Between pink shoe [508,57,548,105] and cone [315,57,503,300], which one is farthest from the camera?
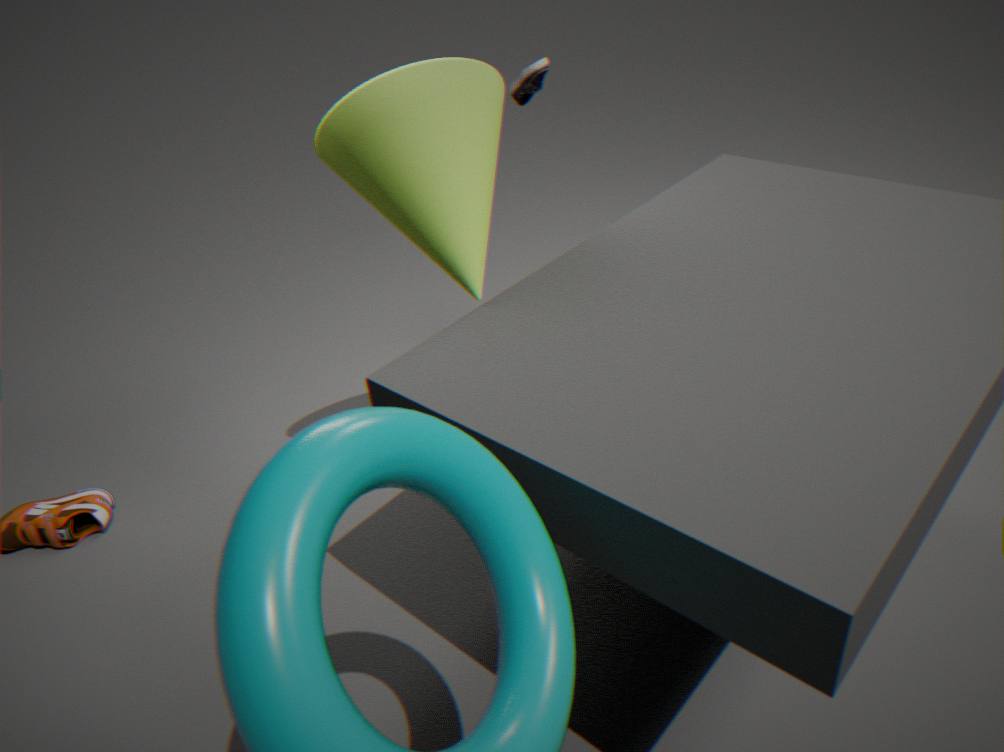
pink shoe [508,57,548,105]
